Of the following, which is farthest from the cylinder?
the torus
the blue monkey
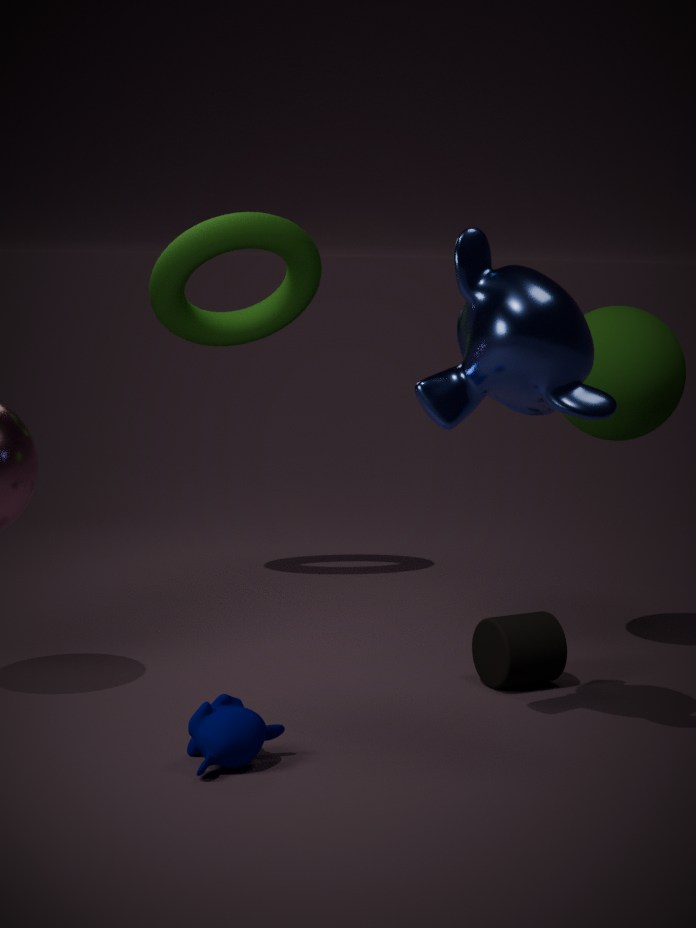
the torus
